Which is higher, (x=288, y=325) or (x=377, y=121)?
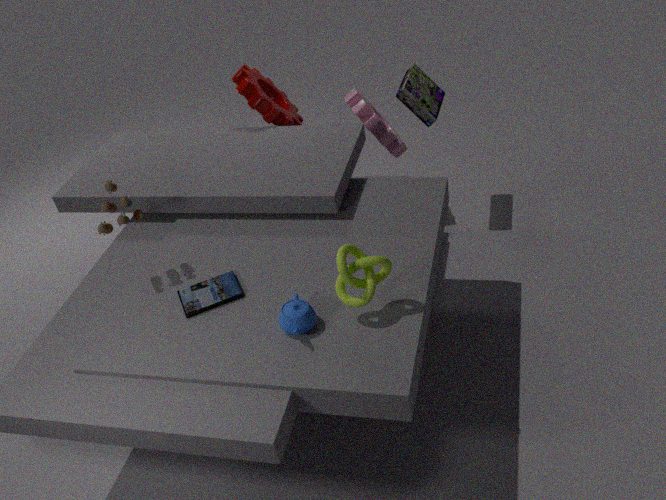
(x=288, y=325)
